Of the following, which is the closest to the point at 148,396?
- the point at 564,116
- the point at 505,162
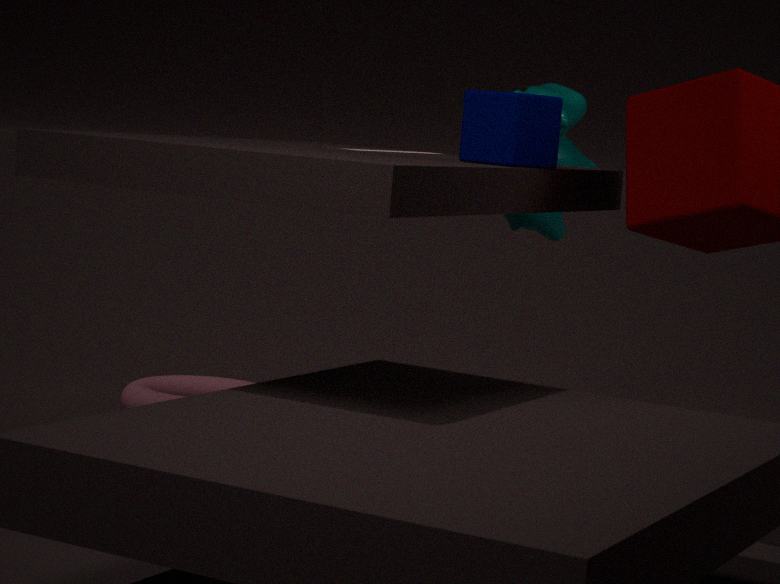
the point at 564,116
